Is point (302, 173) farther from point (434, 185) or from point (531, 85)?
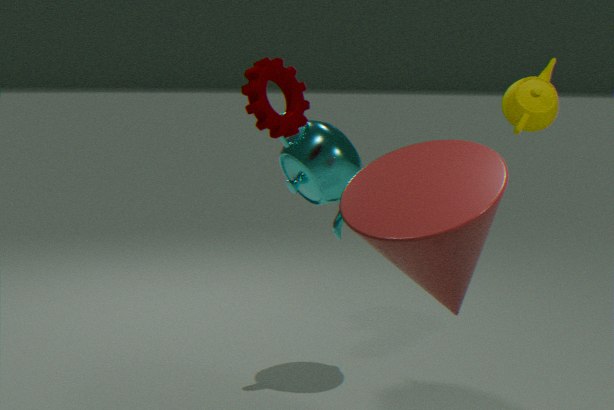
point (434, 185)
